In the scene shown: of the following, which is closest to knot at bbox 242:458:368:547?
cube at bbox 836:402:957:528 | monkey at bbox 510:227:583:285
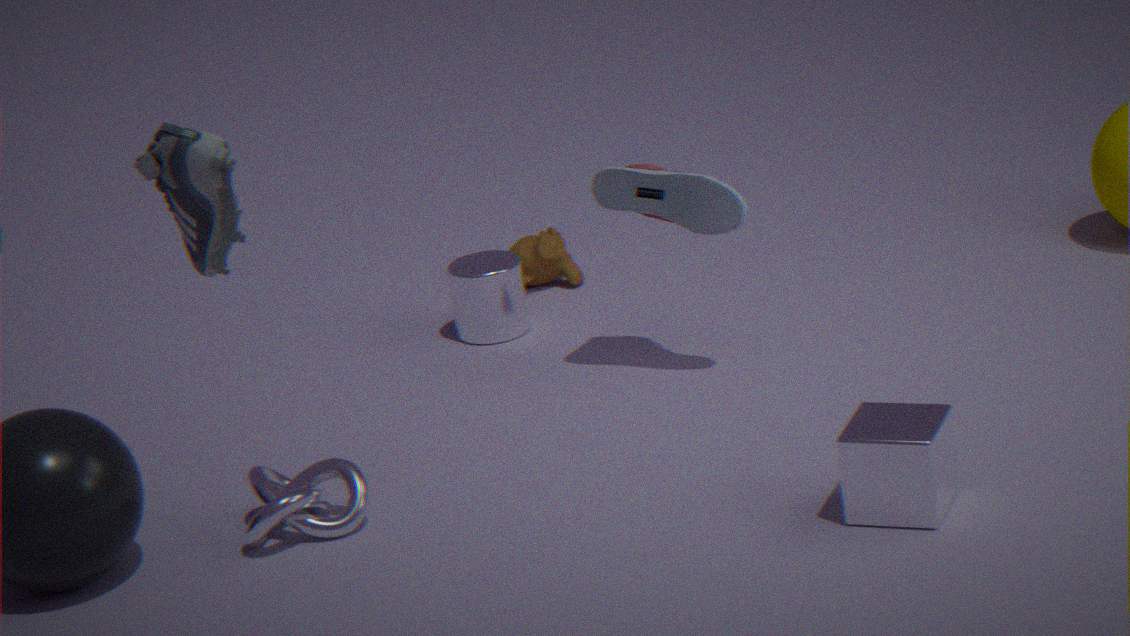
cube at bbox 836:402:957:528
